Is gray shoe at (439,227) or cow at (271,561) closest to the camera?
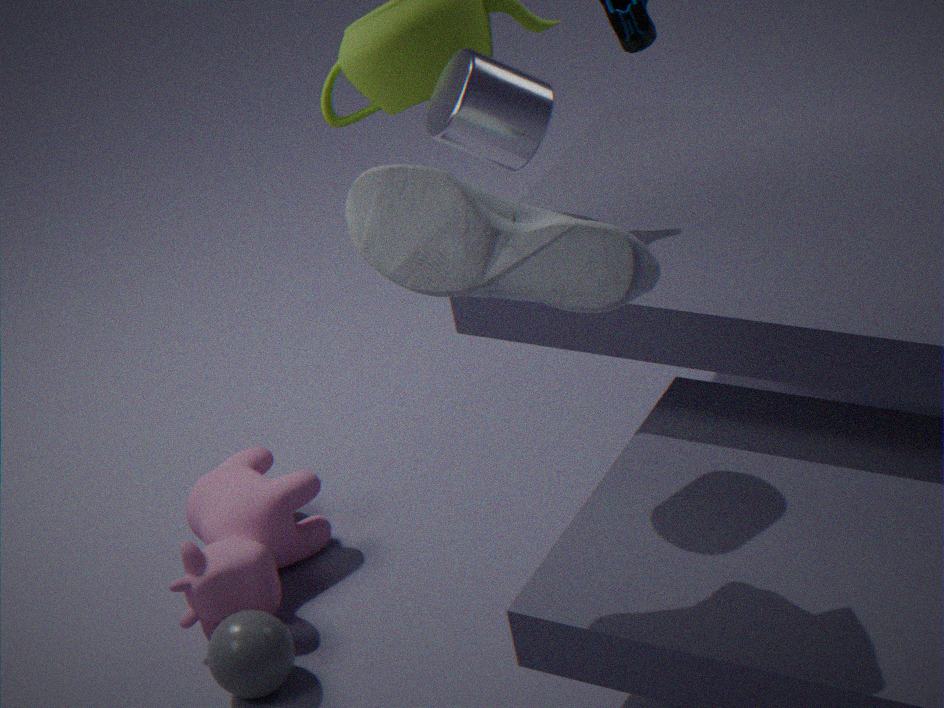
gray shoe at (439,227)
